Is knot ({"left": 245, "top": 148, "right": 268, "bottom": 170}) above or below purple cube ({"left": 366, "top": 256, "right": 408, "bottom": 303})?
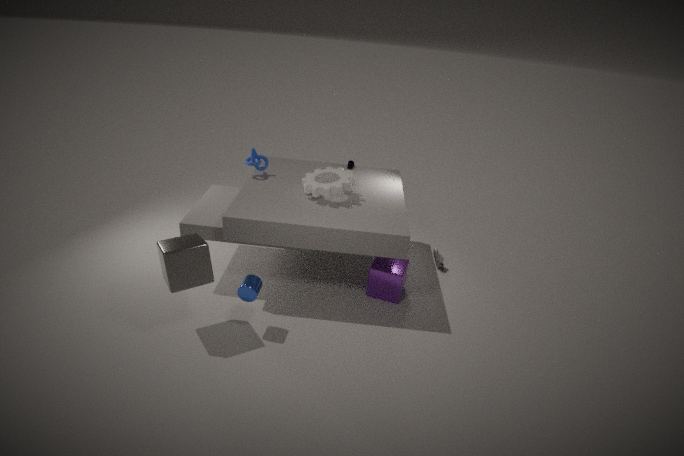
above
